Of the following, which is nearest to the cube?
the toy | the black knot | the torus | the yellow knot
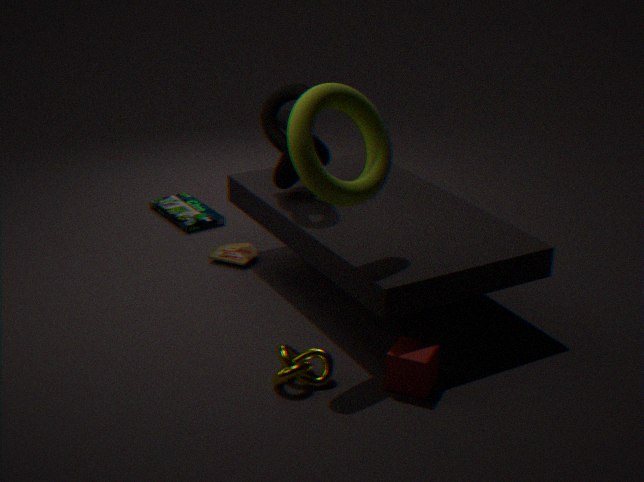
the yellow knot
